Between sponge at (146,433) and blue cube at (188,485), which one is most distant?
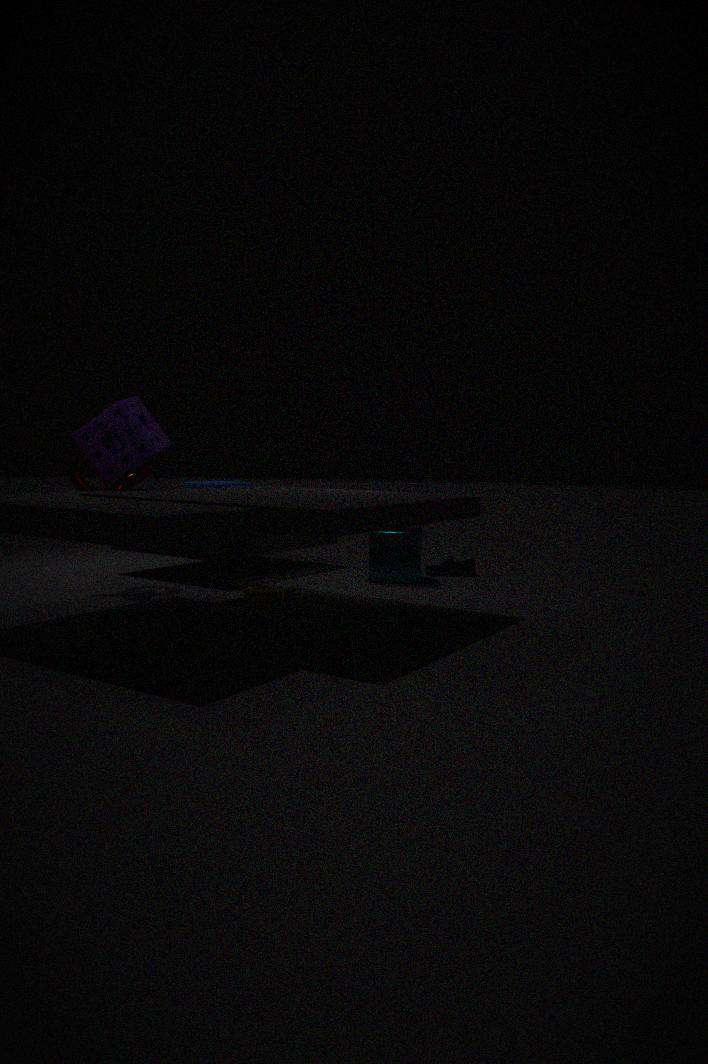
blue cube at (188,485)
